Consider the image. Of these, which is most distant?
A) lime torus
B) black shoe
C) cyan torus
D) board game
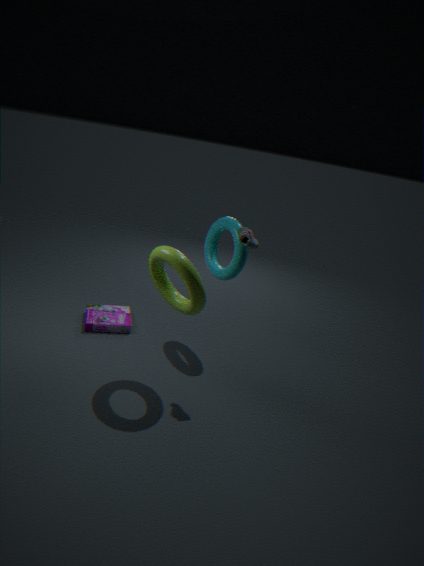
board game
